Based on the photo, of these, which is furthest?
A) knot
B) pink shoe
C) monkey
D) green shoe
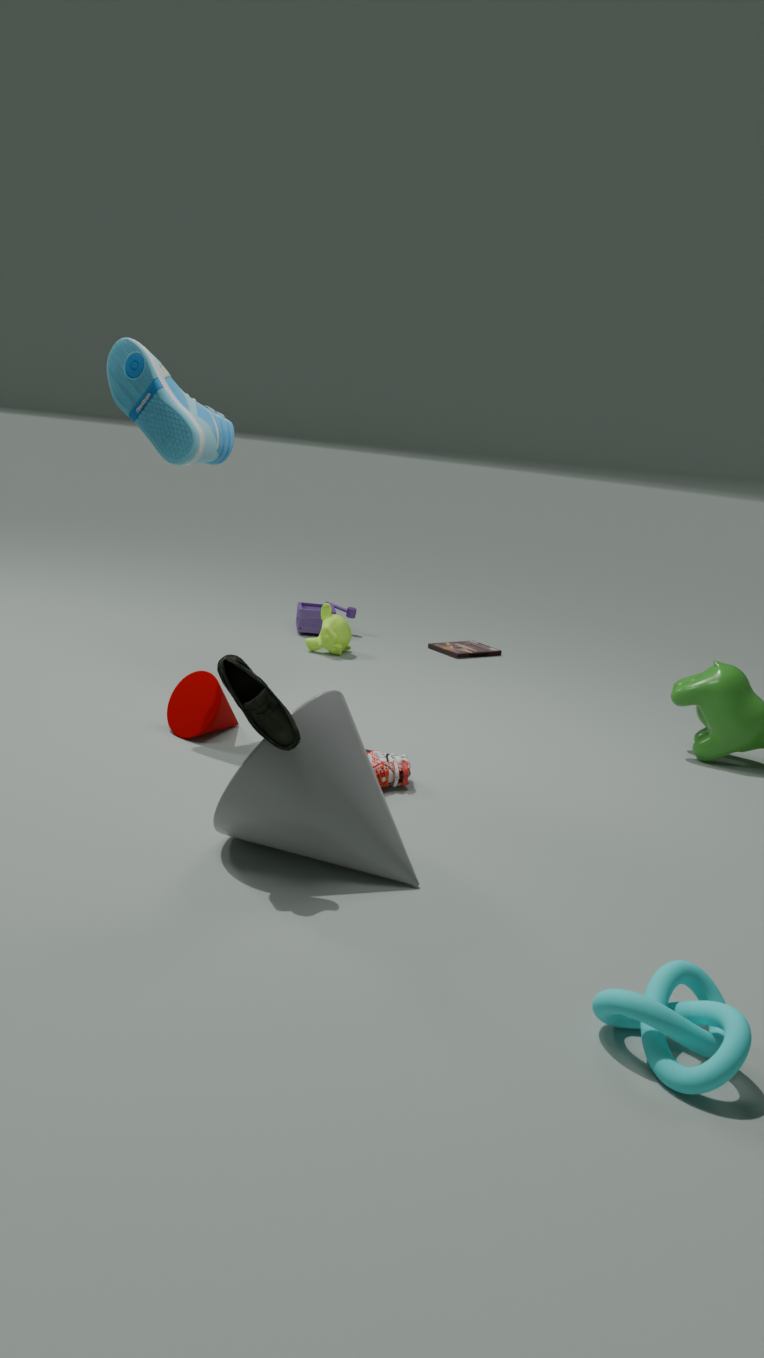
monkey
